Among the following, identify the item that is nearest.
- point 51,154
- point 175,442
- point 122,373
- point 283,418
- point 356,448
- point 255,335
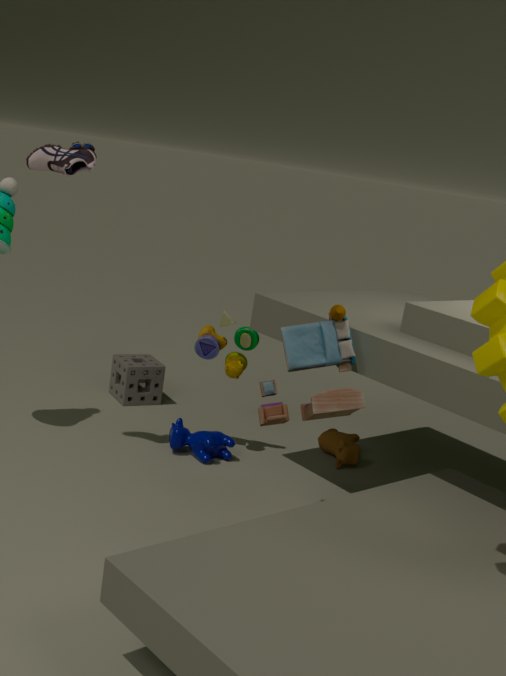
point 283,418
